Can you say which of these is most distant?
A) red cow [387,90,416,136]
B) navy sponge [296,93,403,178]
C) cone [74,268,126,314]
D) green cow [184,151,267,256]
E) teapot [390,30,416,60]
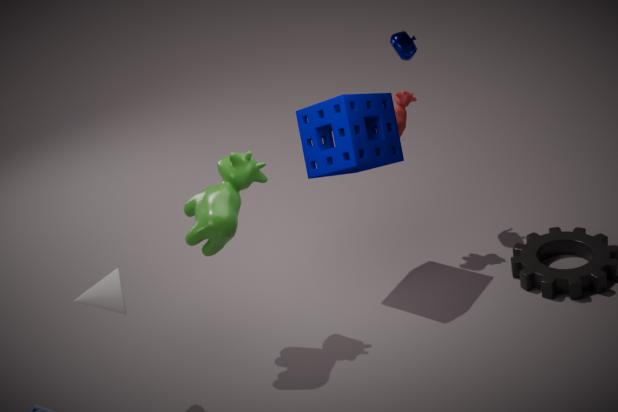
E. teapot [390,30,416,60]
